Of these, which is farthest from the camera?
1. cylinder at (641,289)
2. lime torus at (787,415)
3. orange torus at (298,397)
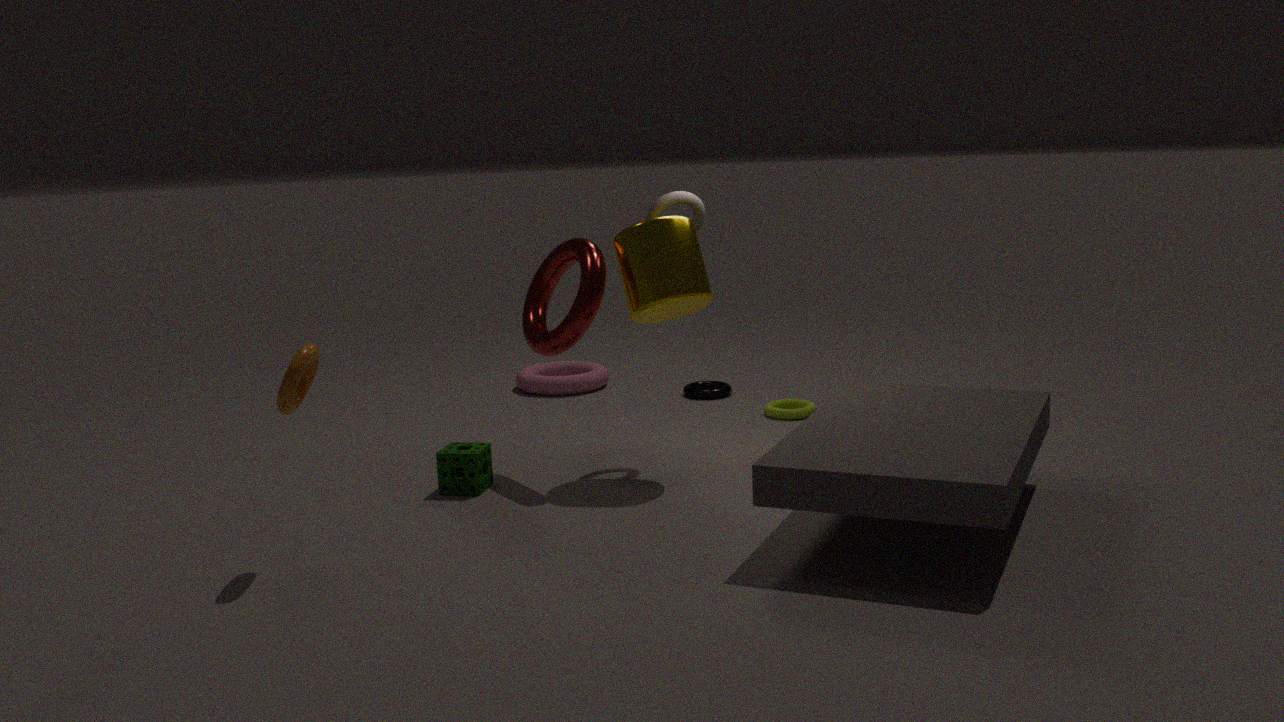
lime torus at (787,415)
